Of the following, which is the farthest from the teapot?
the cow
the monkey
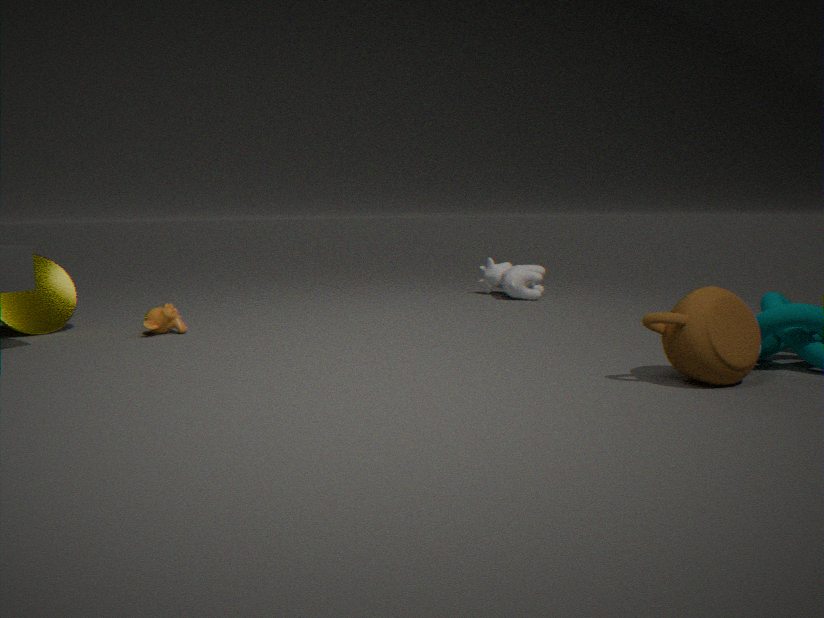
the monkey
